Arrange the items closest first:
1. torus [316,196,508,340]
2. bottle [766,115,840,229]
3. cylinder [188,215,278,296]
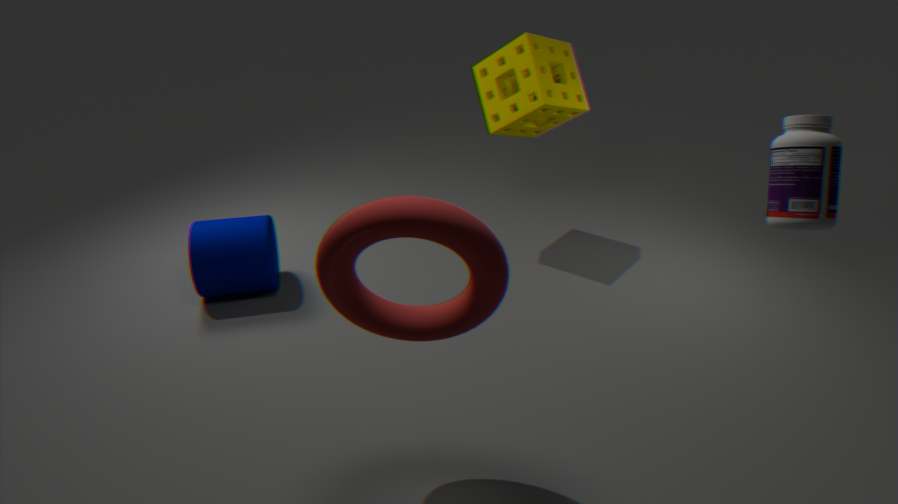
1. bottle [766,115,840,229]
2. torus [316,196,508,340]
3. cylinder [188,215,278,296]
